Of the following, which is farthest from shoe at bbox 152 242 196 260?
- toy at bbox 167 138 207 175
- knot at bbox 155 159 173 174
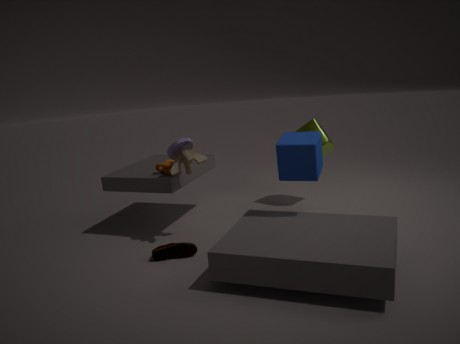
knot at bbox 155 159 173 174
